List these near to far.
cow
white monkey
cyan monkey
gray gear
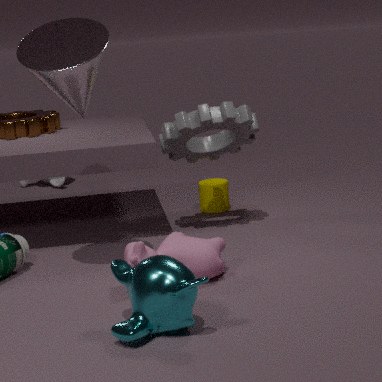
cyan monkey < cow < gray gear < white monkey
